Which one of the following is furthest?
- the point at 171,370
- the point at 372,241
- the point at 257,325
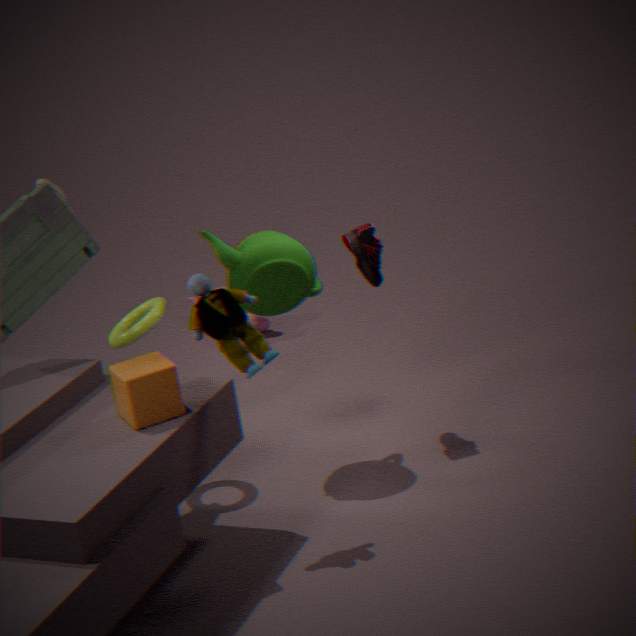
the point at 257,325
